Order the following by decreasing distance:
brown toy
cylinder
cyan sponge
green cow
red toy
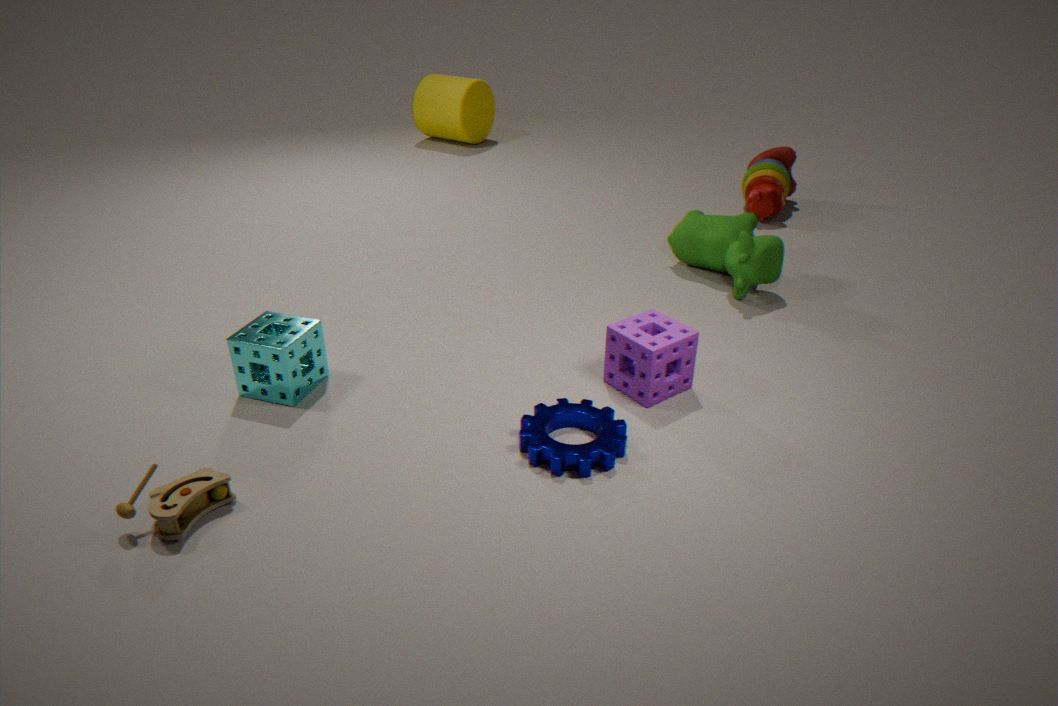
cylinder → red toy → green cow → cyan sponge → brown toy
